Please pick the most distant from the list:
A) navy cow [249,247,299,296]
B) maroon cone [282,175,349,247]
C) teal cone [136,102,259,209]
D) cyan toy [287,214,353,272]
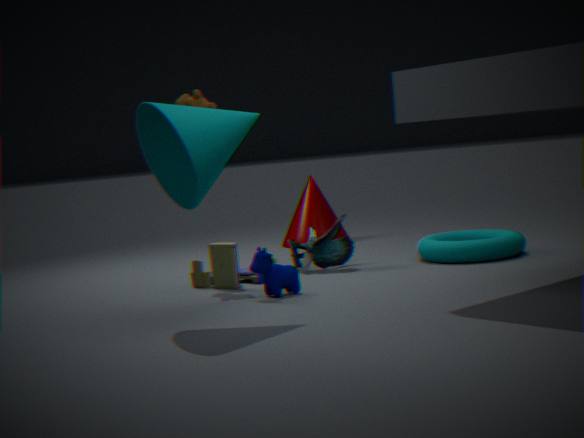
maroon cone [282,175,349,247]
